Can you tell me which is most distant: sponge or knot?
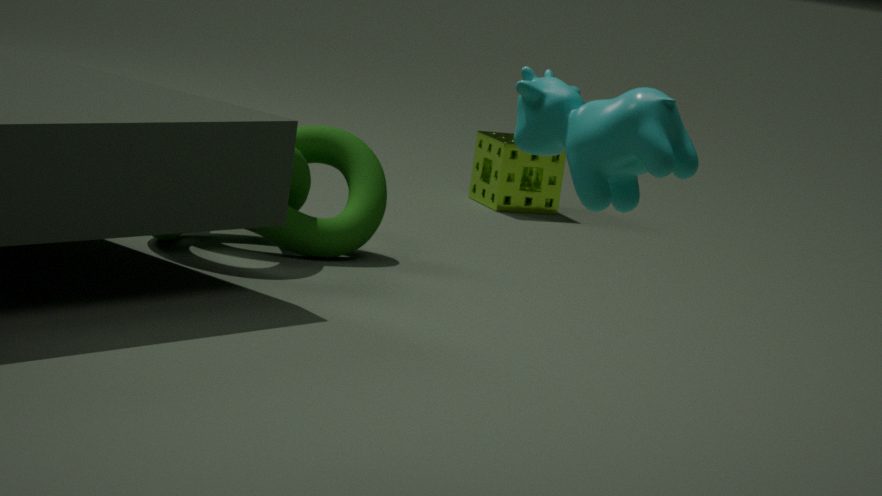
sponge
